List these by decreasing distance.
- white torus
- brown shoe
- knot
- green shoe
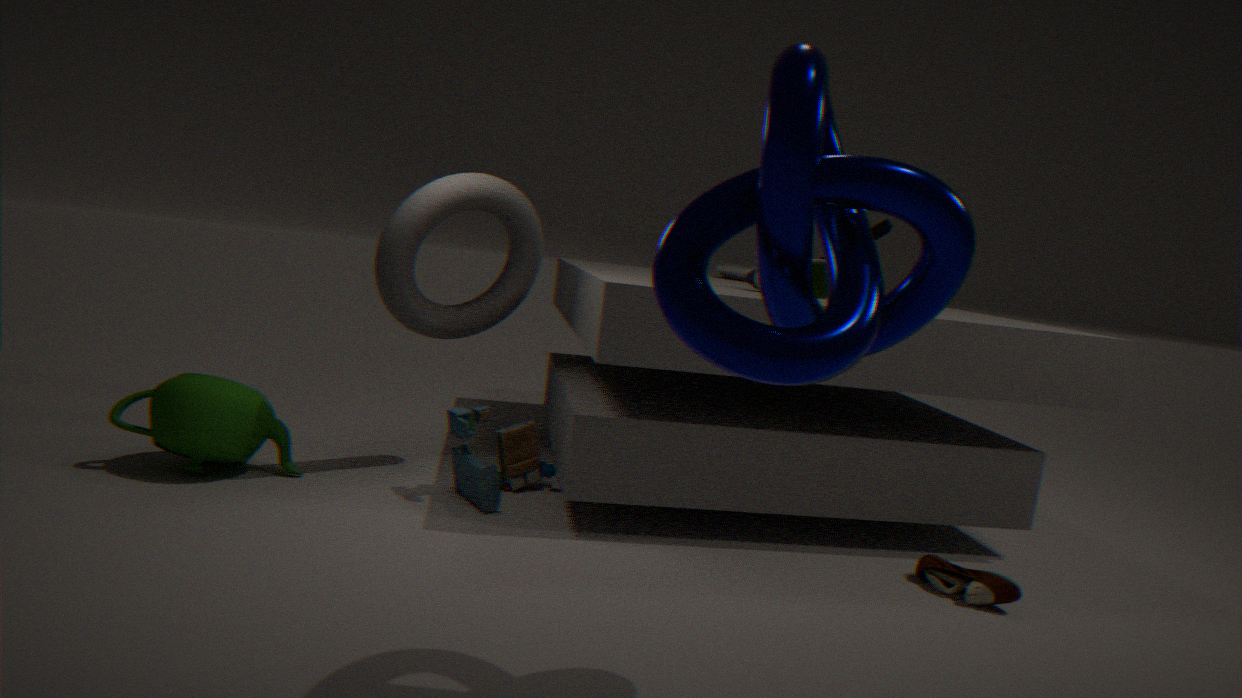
white torus < green shoe < brown shoe < knot
